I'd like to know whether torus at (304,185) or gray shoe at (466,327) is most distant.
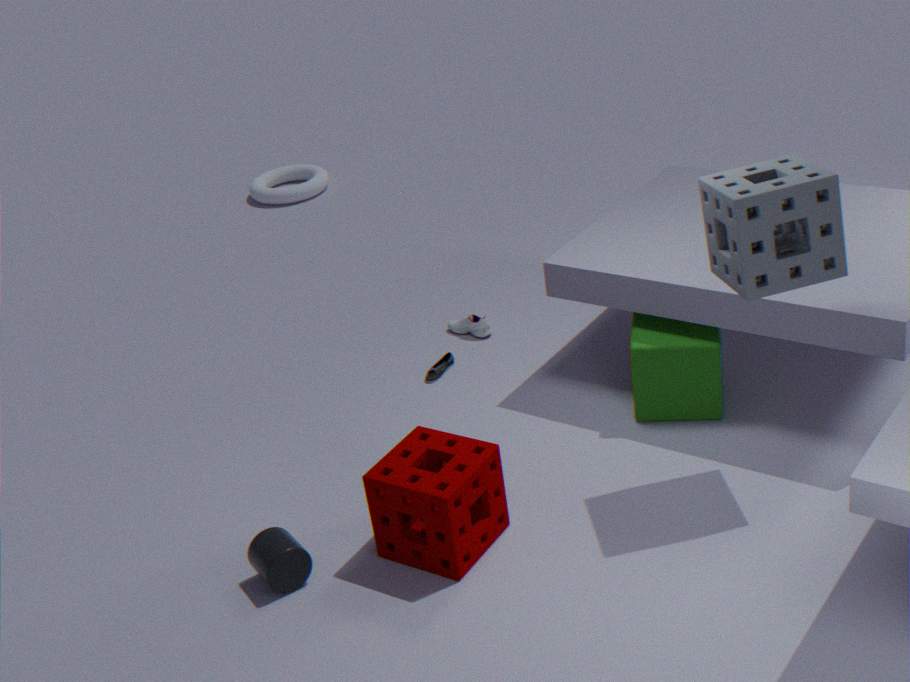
torus at (304,185)
